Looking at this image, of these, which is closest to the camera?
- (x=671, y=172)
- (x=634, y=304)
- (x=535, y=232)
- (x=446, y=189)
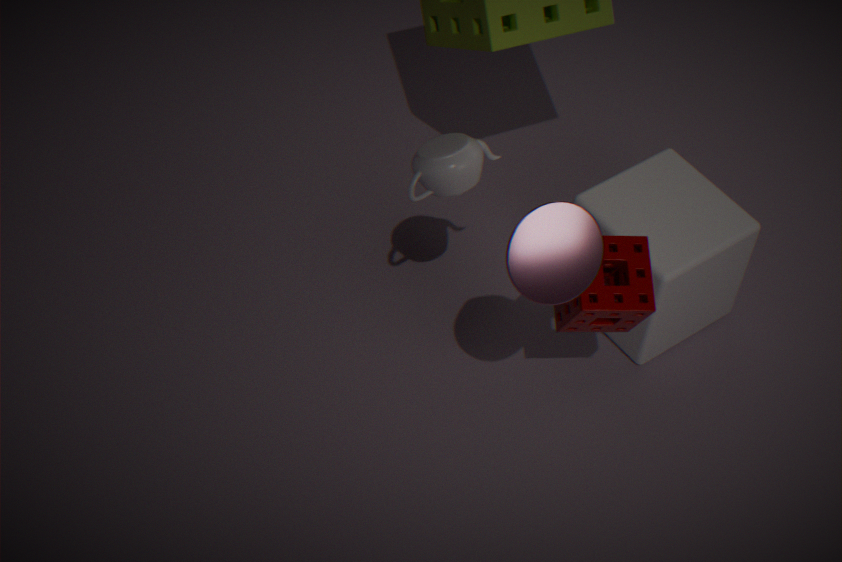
(x=535, y=232)
